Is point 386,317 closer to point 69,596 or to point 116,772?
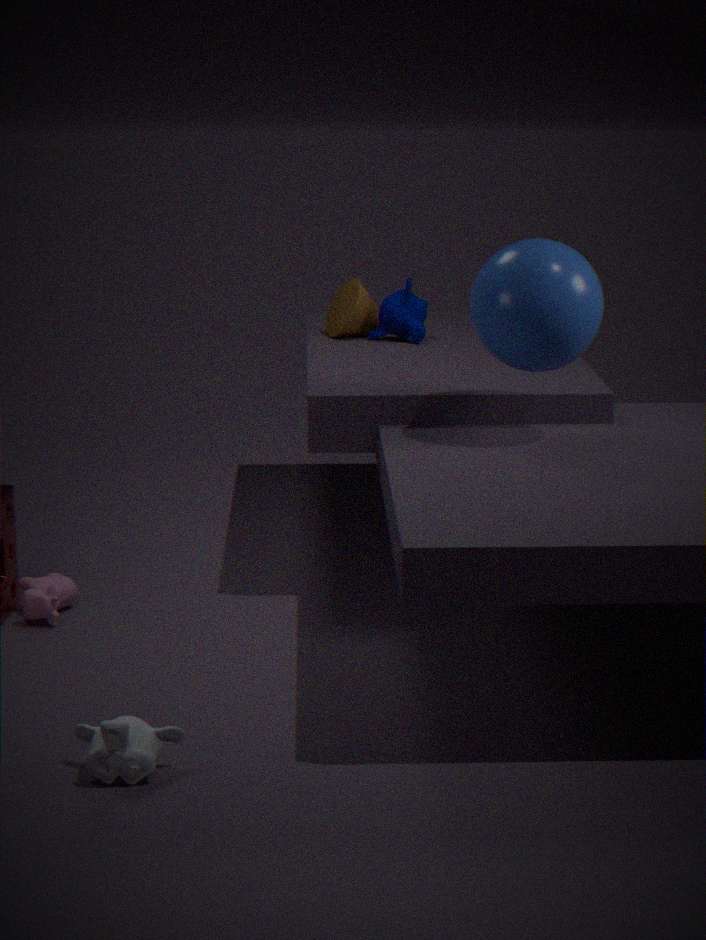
point 69,596
